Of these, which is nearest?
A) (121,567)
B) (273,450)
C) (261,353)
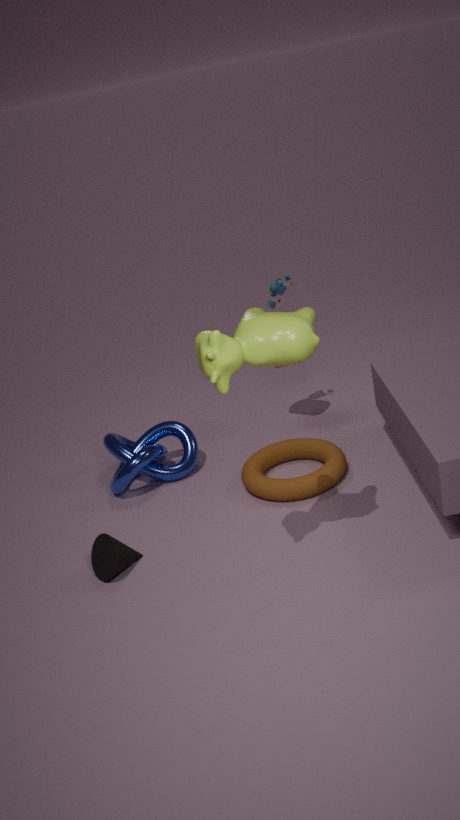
(261,353)
